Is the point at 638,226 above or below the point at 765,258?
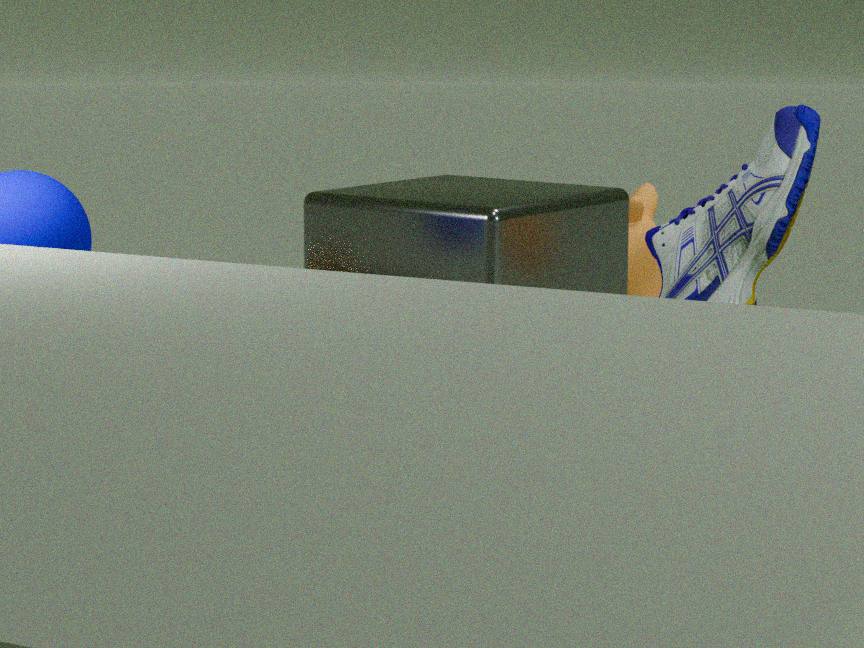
below
